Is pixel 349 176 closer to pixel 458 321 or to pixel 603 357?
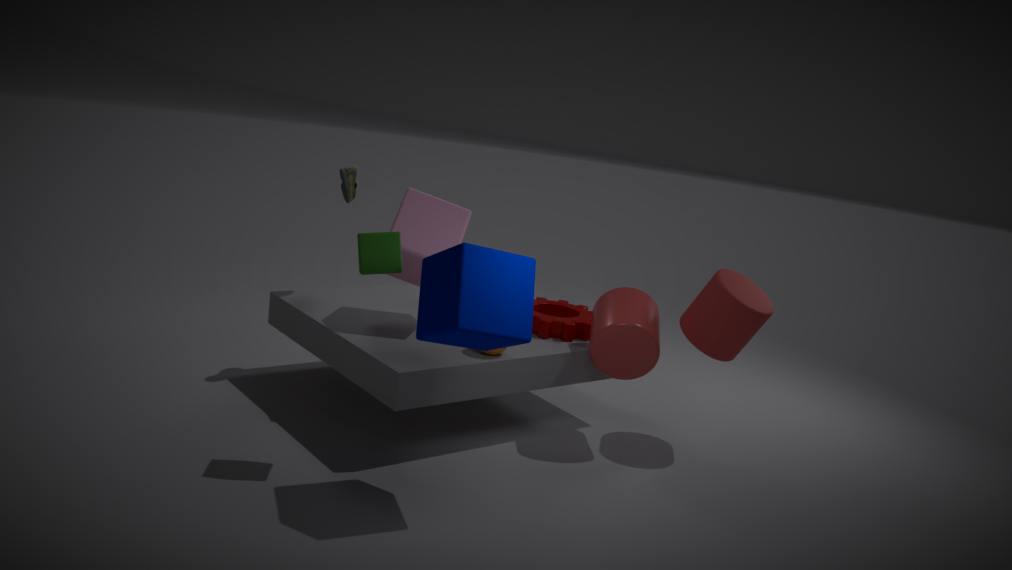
pixel 458 321
